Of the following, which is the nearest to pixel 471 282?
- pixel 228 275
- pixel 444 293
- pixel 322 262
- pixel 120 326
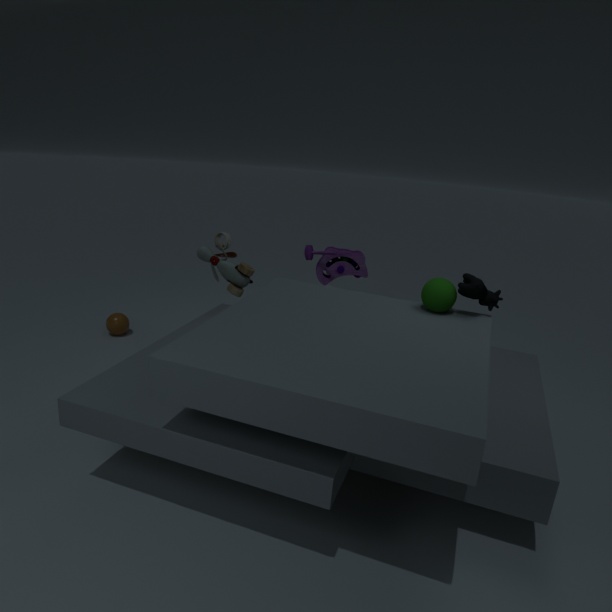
pixel 444 293
